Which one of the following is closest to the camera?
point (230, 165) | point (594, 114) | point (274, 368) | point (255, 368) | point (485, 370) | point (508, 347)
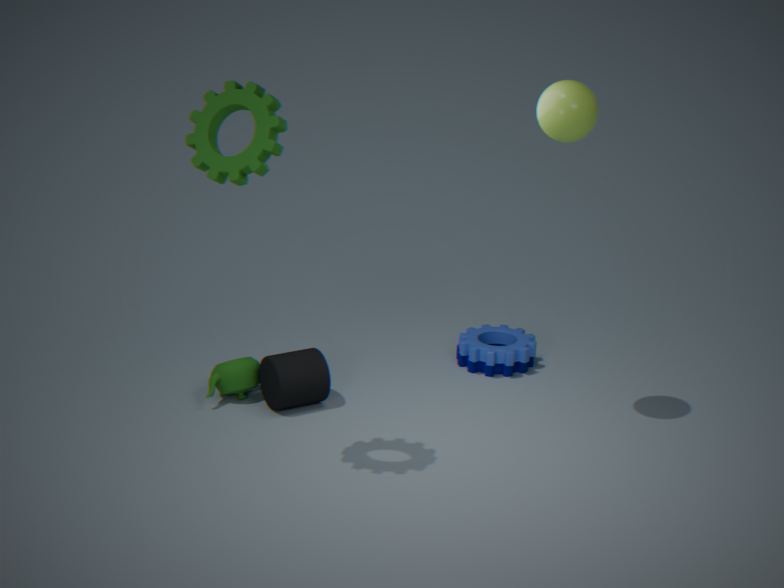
point (230, 165)
